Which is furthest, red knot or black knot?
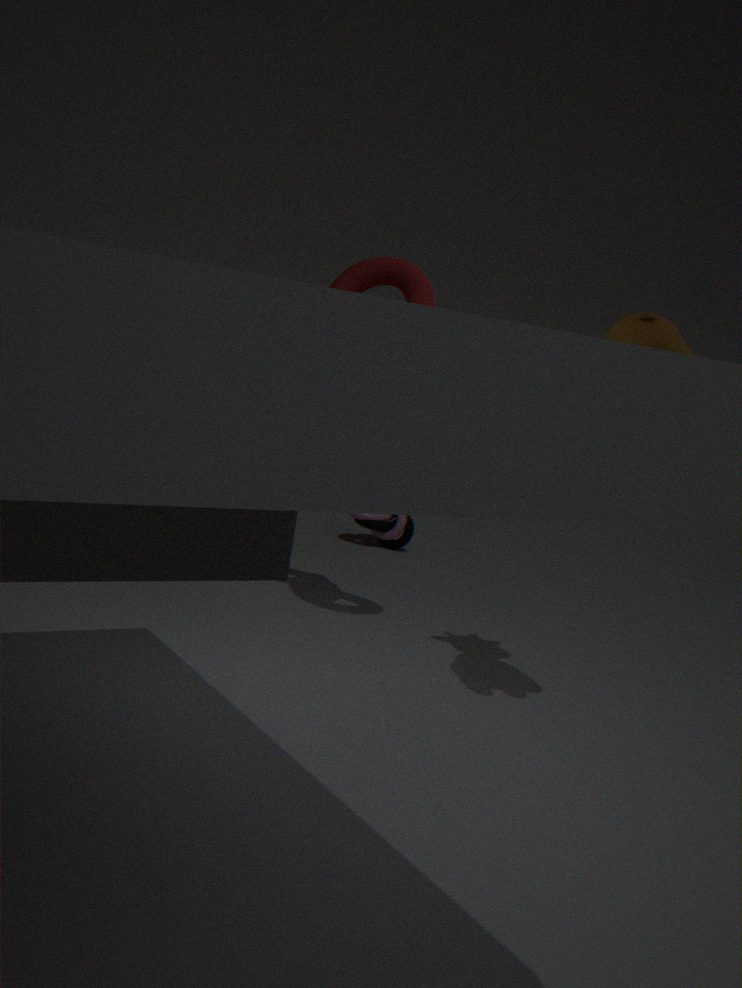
black knot
